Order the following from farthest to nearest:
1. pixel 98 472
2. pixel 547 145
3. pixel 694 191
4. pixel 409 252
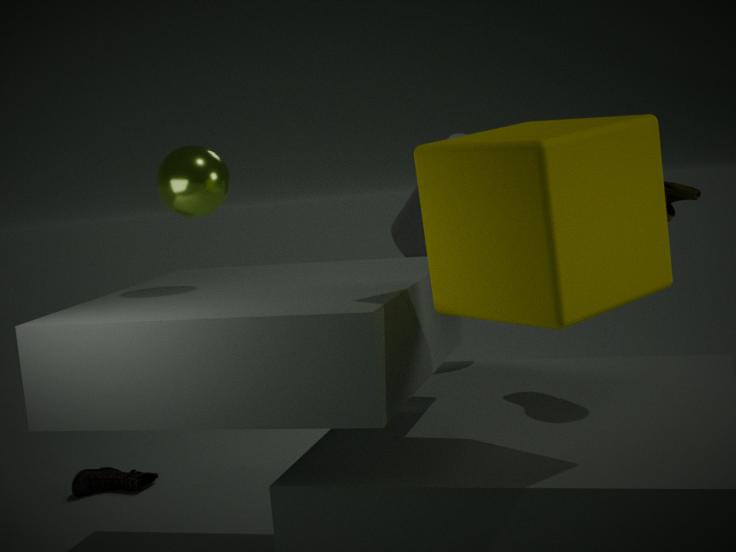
1. pixel 98 472
2. pixel 409 252
3. pixel 694 191
4. pixel 547 145
